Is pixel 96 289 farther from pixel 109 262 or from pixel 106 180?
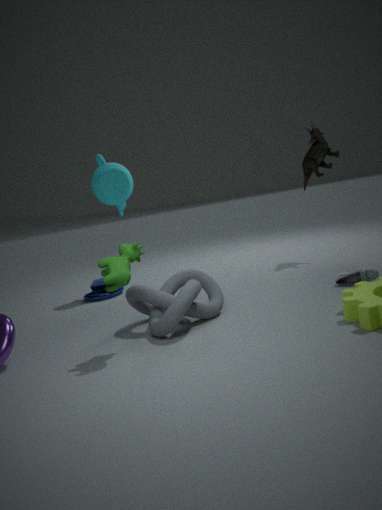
pixel 109 262
